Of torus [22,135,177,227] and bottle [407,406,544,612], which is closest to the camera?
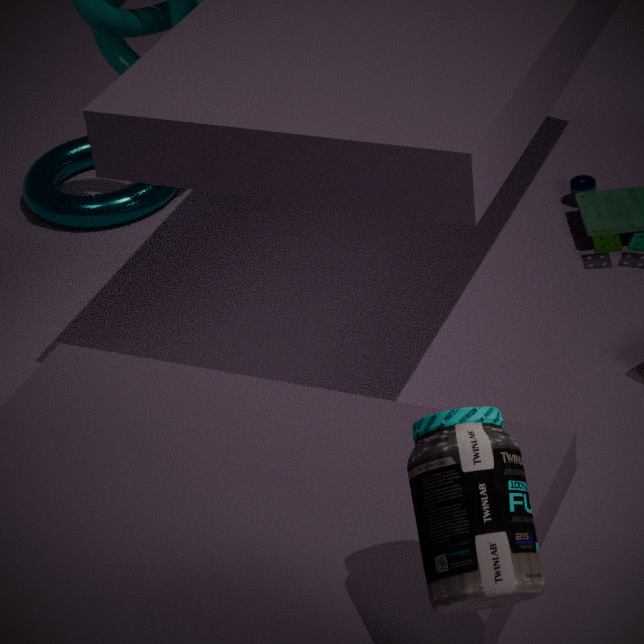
bottle [407,406,544,612]
